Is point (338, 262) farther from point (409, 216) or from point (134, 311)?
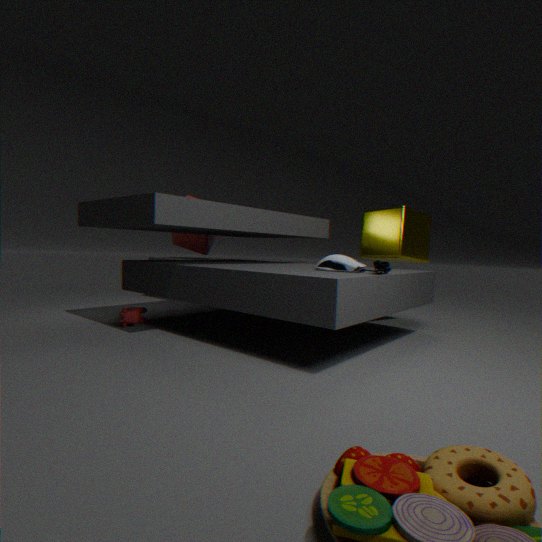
point (134, 311)
